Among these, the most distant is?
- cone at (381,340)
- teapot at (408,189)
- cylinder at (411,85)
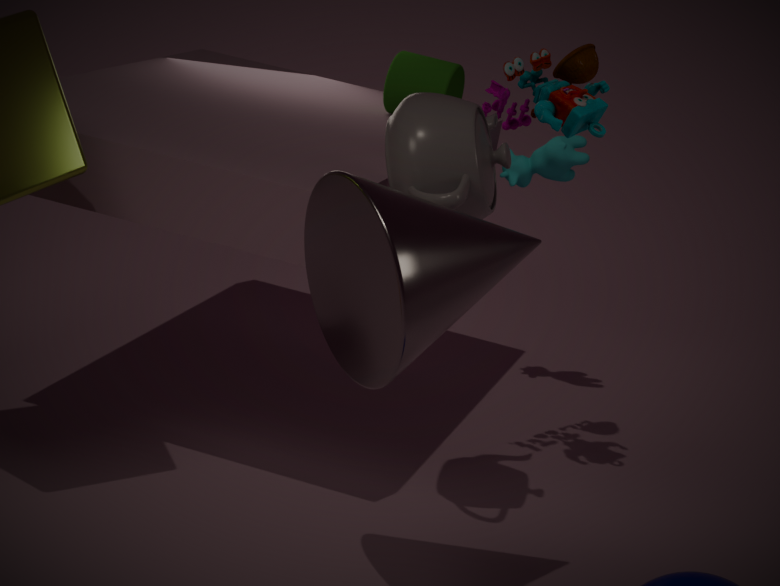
cylinder at (411,85)
